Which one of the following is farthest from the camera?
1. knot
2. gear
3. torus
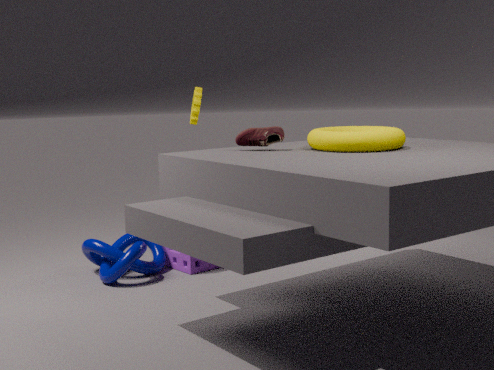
gear
